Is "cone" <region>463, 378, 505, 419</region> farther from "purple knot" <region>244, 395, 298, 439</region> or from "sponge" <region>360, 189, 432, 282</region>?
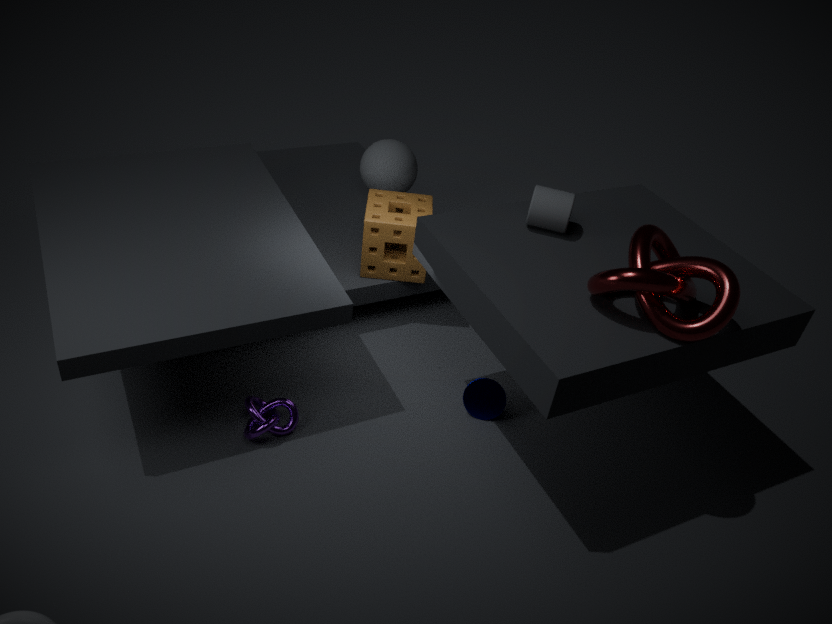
"purple knot" <region>244, 395, 298, 439</region>
